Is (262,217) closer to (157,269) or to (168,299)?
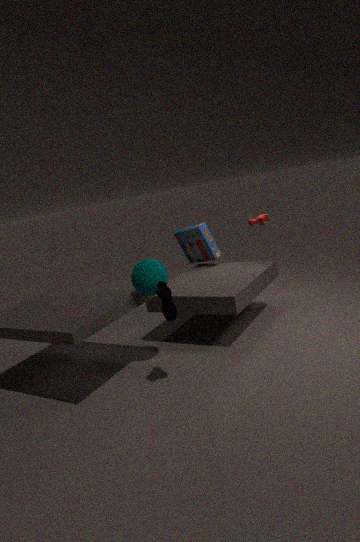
(157,269)
